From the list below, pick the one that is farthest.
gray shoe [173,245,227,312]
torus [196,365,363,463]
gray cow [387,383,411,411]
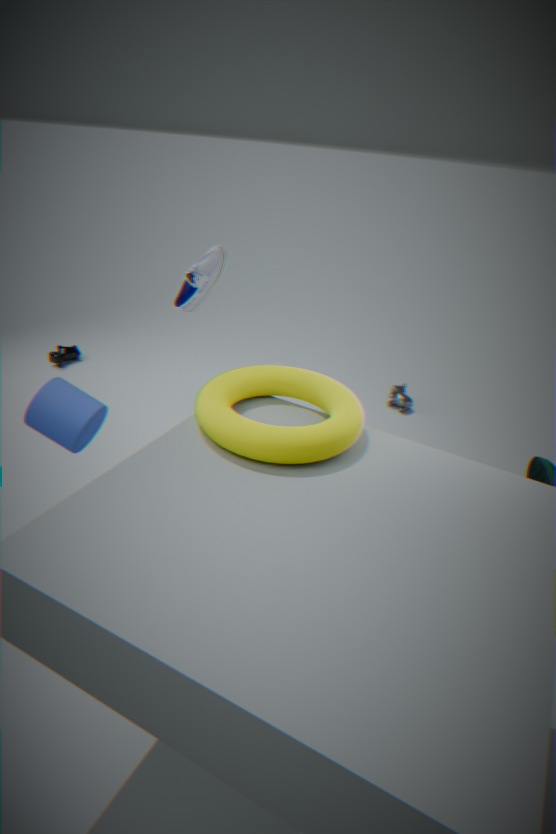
gray cow [387,383,411,411]
